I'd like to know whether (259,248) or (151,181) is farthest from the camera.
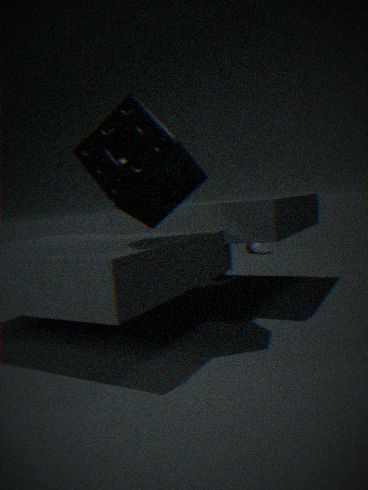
(259,248)
